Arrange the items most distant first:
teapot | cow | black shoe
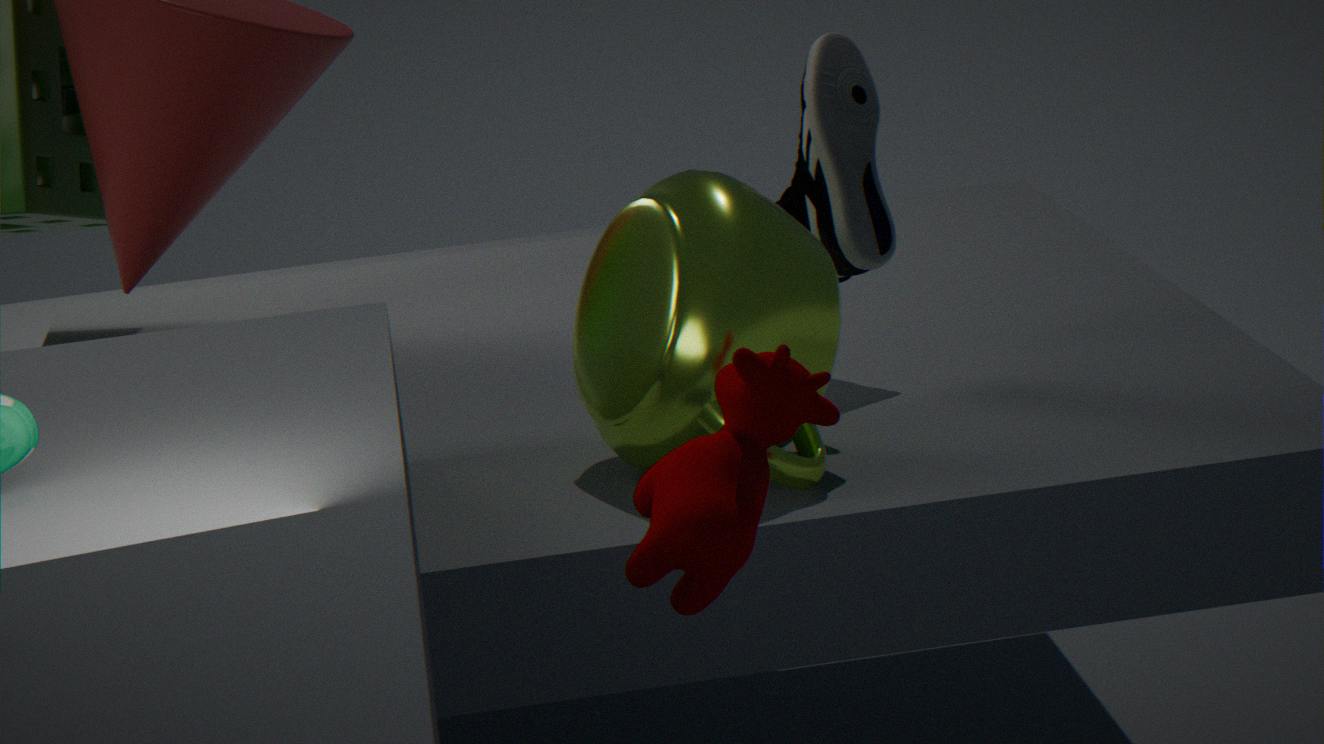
black shoe
teapot
cow
